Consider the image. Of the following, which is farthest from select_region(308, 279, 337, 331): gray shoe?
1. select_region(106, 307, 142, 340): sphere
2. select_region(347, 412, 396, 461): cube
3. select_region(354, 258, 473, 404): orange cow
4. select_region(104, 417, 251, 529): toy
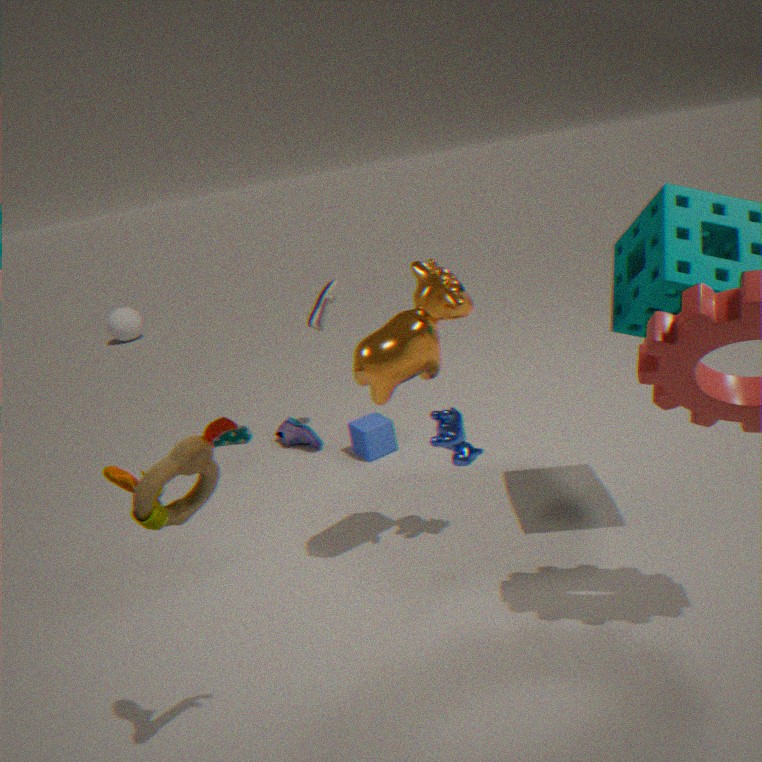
select_region(106, 307, 142, 340): sphere
